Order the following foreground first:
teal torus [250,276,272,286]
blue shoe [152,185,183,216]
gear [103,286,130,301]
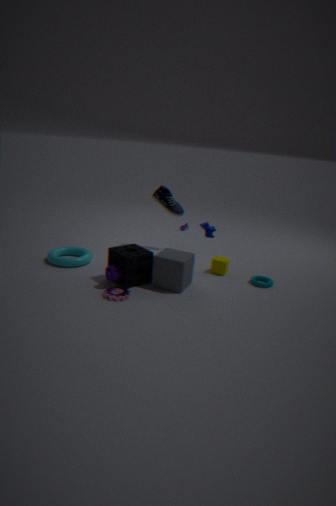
gear [103,286,130,301] < teal torus [250,276,272,286] < blue shoe [152,185,183,216]
